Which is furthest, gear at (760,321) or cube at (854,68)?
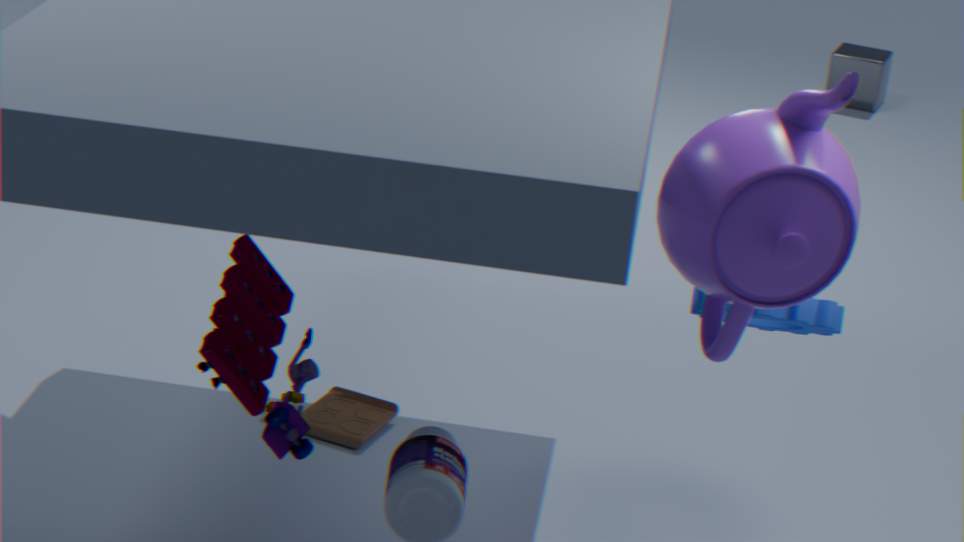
cube at (854,68)
